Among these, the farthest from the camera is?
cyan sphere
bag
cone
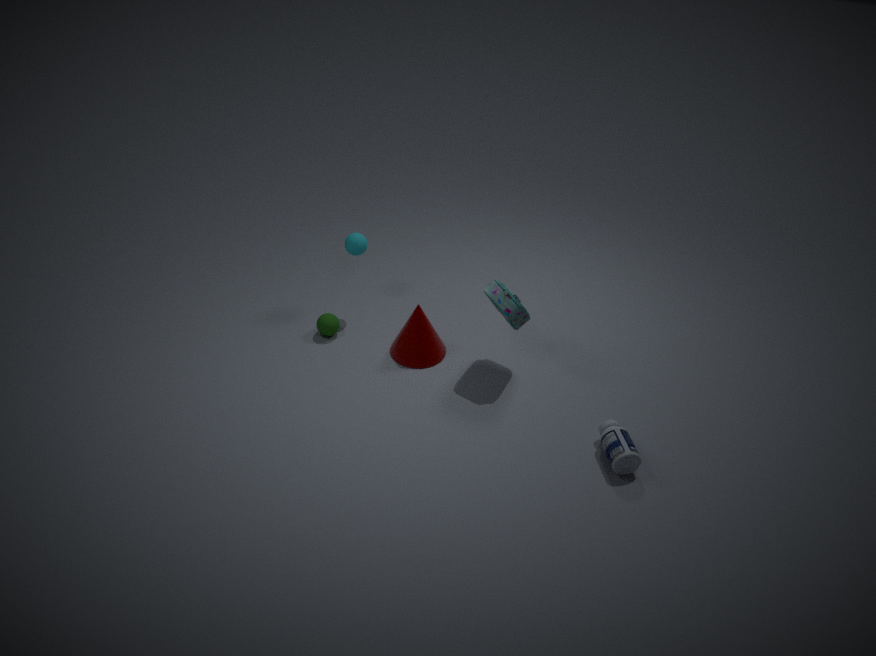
cyan sphere
